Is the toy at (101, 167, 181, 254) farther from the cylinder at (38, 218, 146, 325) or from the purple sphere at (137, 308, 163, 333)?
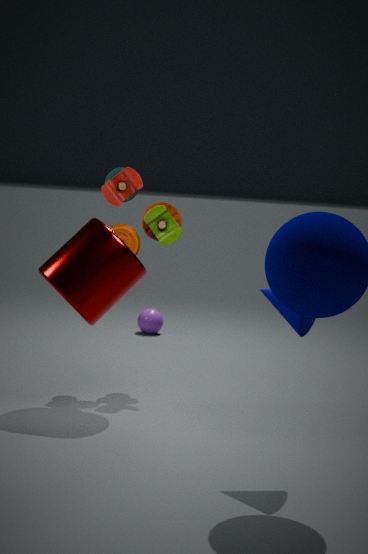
the purple sphere at (137, 308, 163, 333)
